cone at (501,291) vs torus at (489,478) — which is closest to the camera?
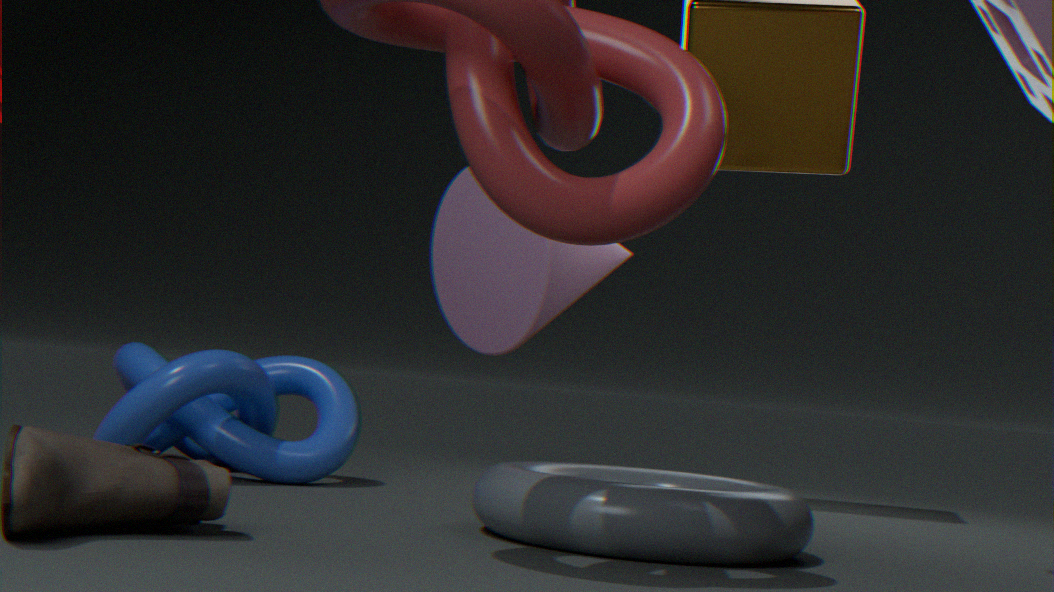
torus at (489,478)
